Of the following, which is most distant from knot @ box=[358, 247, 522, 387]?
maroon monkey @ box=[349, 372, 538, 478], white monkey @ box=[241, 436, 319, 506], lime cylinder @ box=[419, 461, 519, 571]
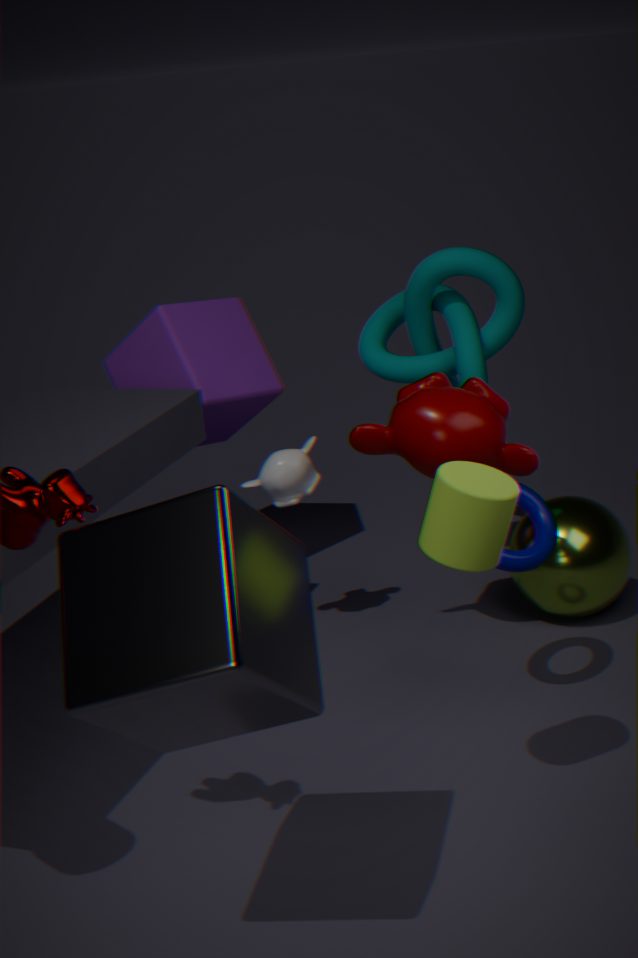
lime cylinder @ box=[419, 461, 519, 571]
